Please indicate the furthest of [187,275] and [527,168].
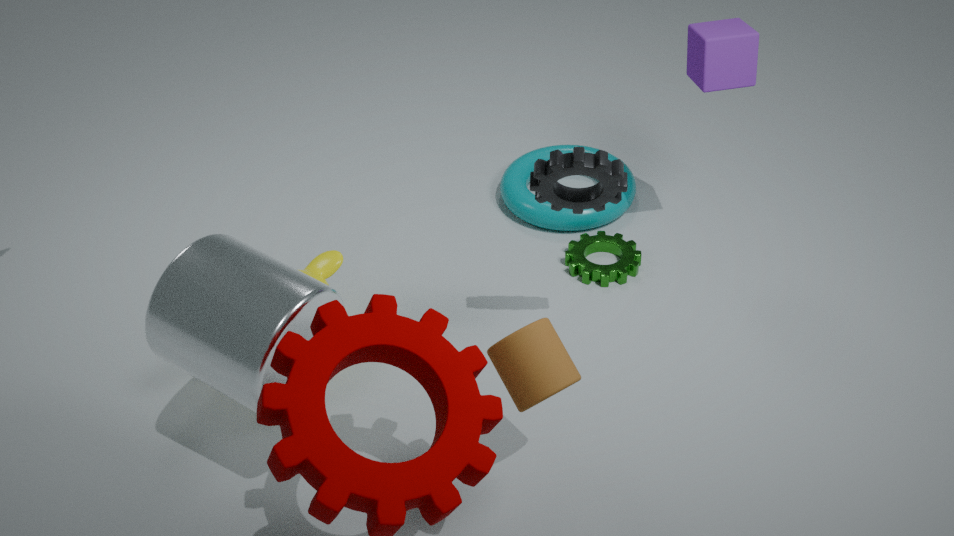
[527,168]
